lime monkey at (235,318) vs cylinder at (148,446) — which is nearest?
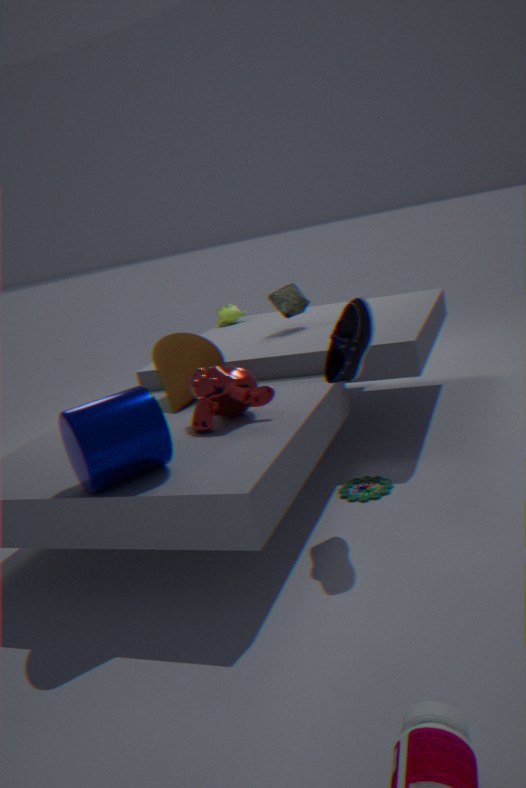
cylinder at (148,446)
